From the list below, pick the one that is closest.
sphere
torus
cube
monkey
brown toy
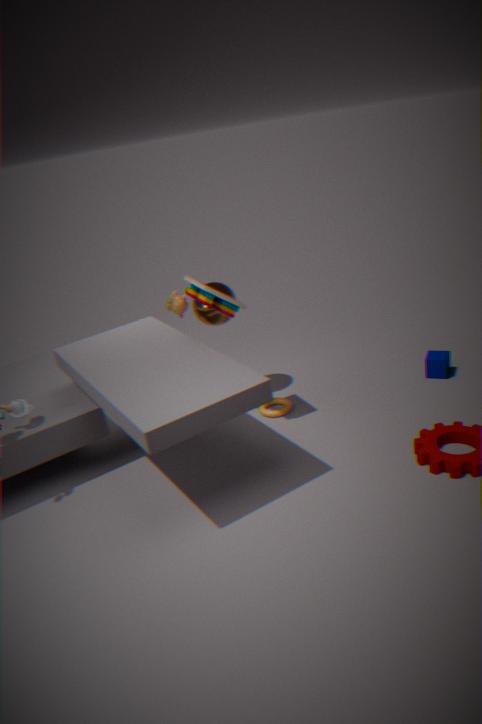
brown toy
